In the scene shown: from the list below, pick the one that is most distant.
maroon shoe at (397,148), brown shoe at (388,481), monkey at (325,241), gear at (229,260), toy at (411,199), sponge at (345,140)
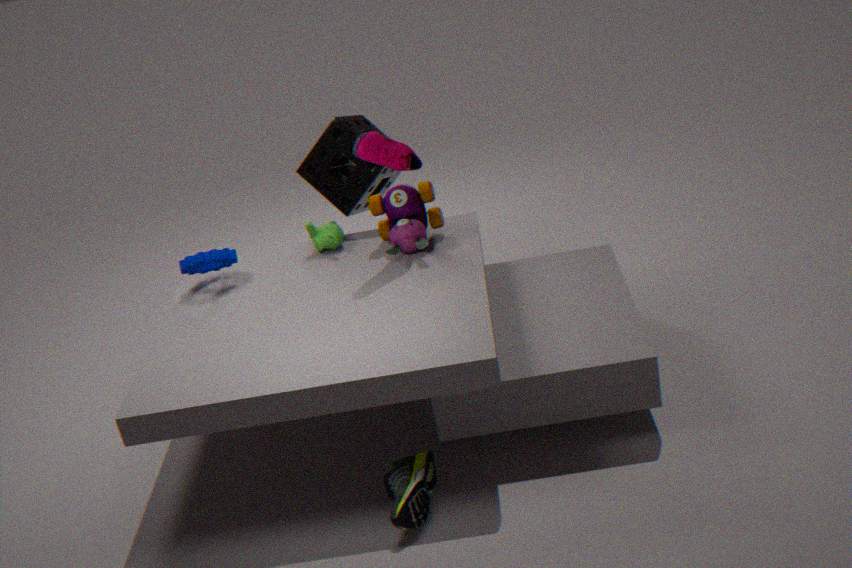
sponge at (345,140)
